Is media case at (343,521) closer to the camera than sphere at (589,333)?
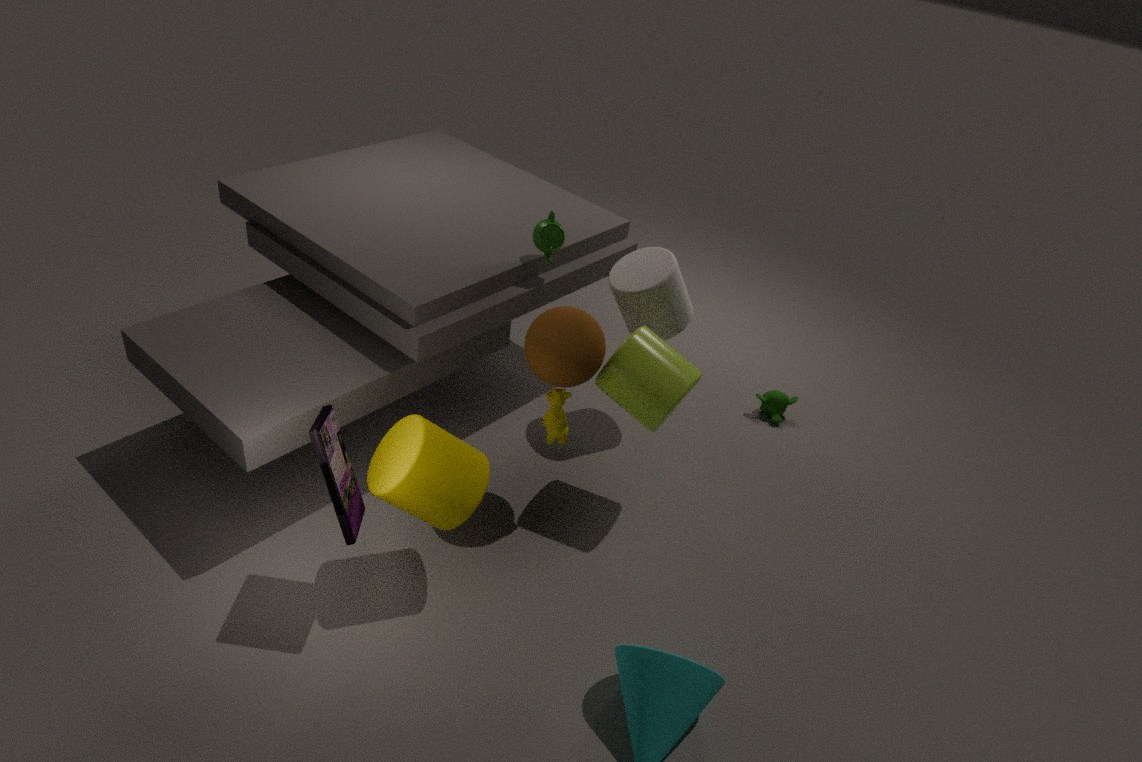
Yes
